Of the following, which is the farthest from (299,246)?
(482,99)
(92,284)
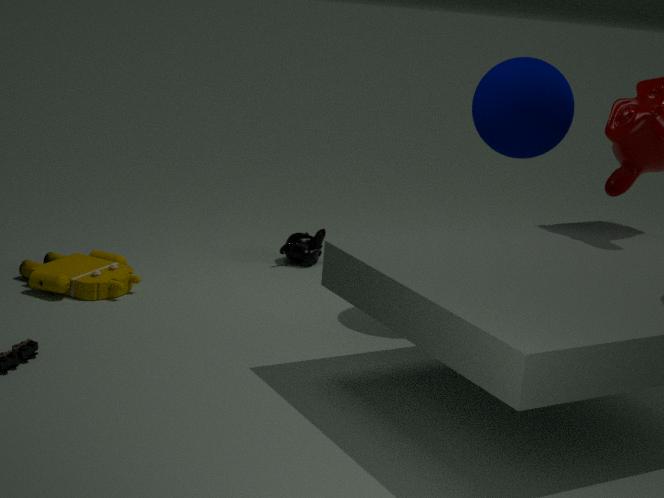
(482,99)
